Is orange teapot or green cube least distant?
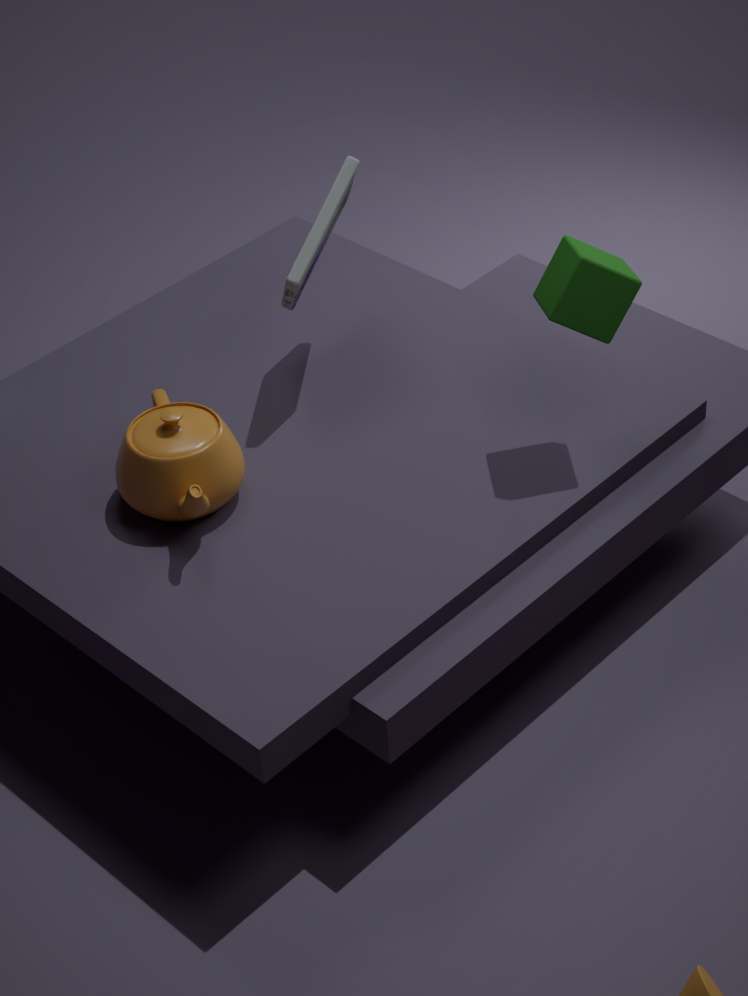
green cube
